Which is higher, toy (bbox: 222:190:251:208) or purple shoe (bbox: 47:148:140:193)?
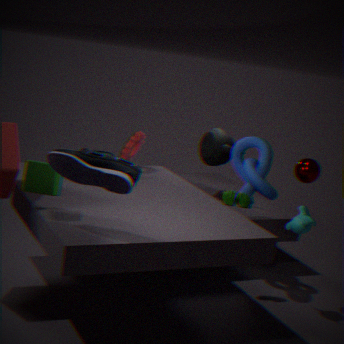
purple shoe (bbox: 47:148:140:193)
